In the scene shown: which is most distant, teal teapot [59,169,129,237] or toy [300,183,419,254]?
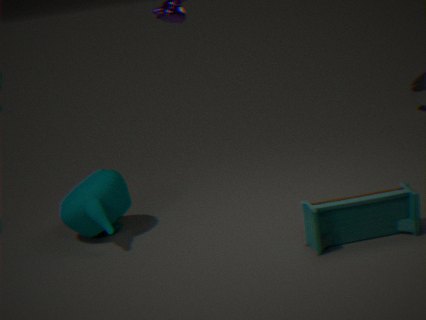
teal teapot [59,169,129,237]
